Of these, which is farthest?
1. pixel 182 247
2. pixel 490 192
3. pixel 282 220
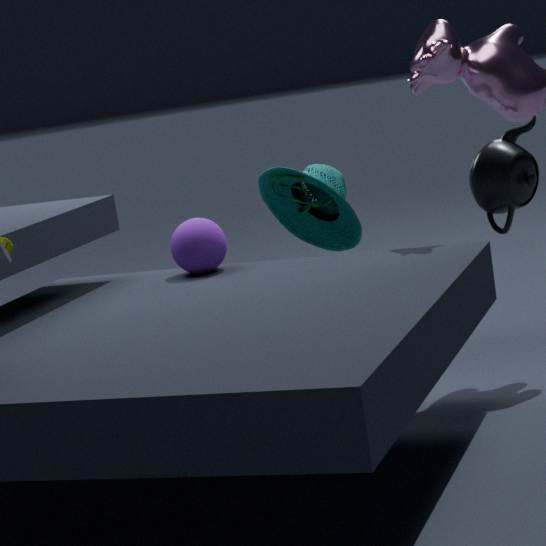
pixel 282 220
